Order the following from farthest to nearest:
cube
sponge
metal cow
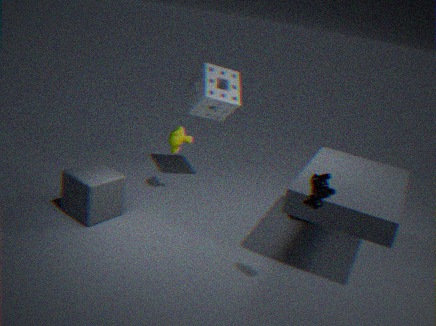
sponge
cube
metal cow
